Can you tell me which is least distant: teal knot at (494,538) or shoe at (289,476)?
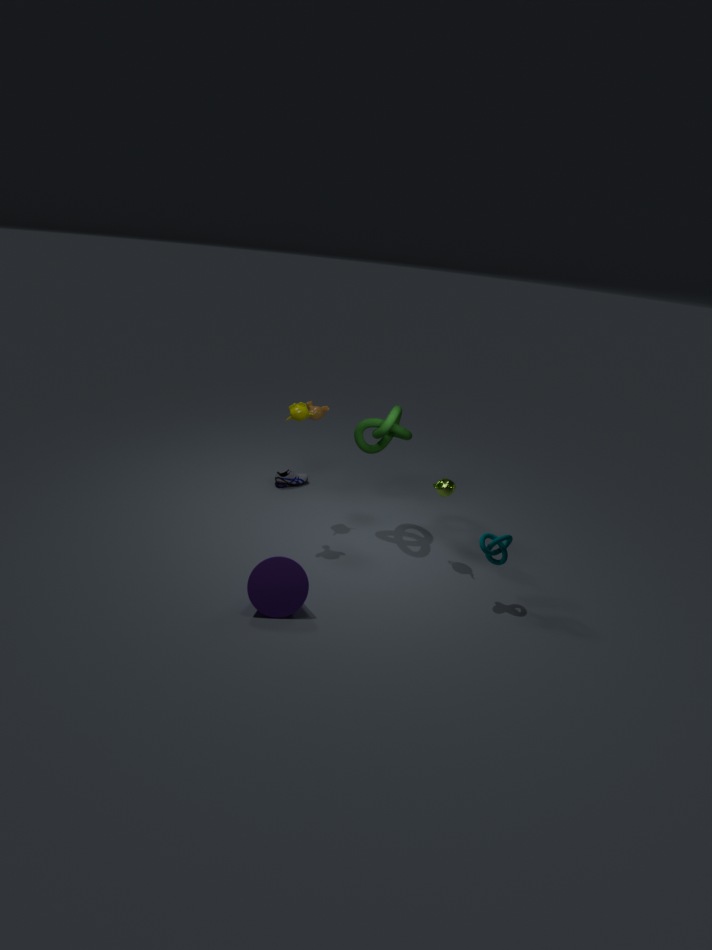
teal knot at (494,538)
